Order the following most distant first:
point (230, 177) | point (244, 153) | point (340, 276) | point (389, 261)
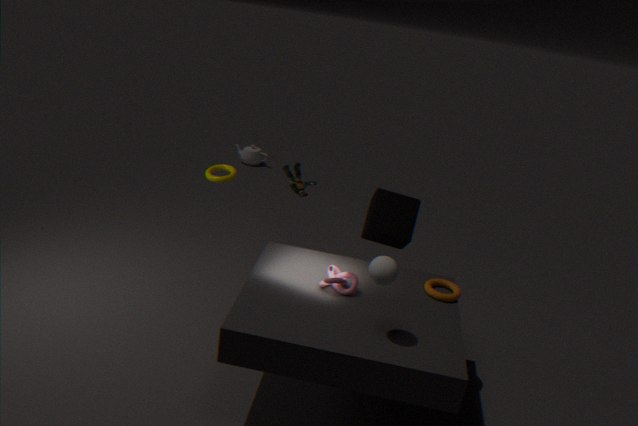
point (244, 153) < point (230, 177) < point (340, 276) < point (389, 261)
